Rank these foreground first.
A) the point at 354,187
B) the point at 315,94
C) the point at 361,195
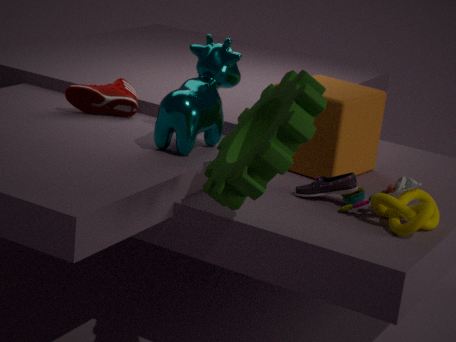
the point at 315,94 < the point at 361,195 < the point at 354,187
